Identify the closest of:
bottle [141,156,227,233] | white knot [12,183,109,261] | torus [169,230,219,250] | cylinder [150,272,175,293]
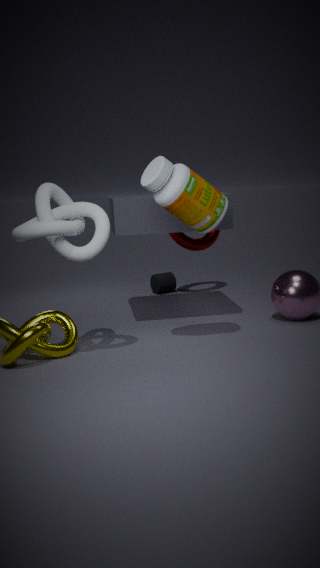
white knot [12,183,109,261]
